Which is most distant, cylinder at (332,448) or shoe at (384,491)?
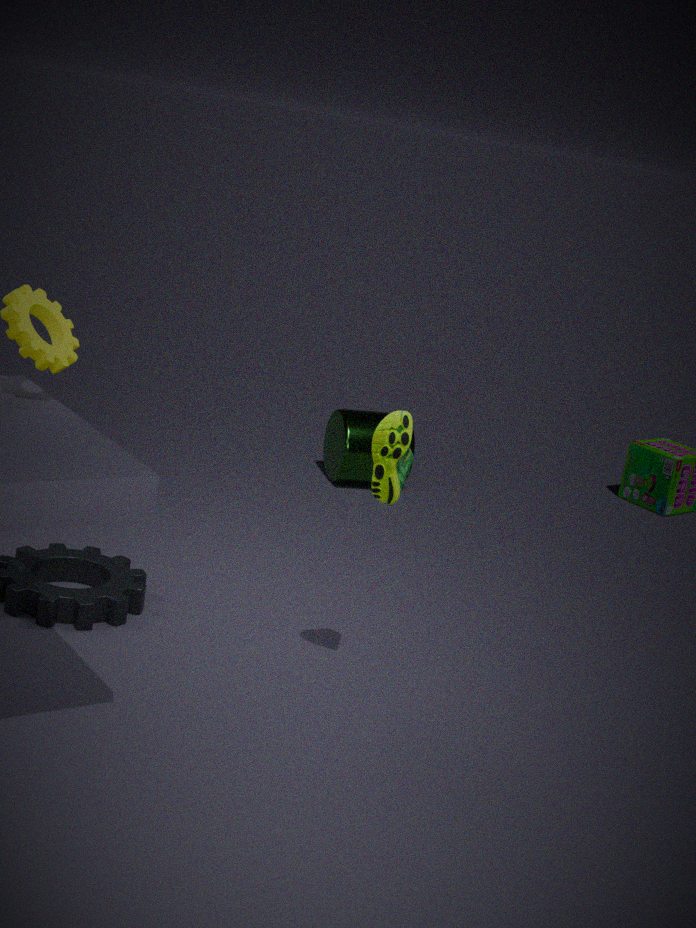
cylinder at (332,448)
